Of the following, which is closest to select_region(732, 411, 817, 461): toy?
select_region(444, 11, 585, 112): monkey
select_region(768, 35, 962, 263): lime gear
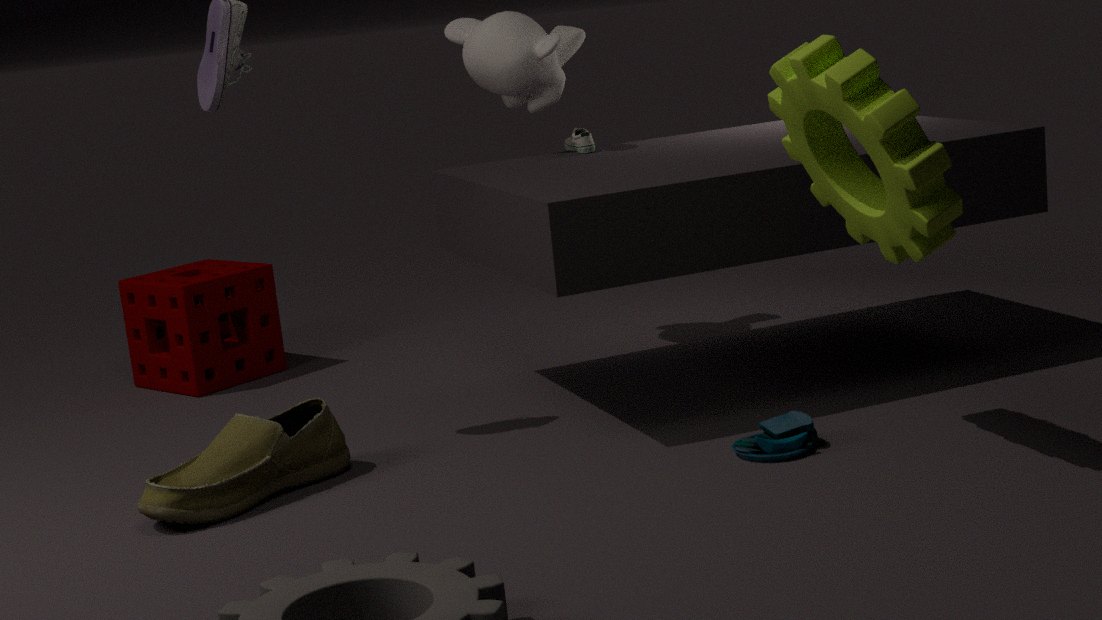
select_region(768, 35, 962, 263): lime gear
